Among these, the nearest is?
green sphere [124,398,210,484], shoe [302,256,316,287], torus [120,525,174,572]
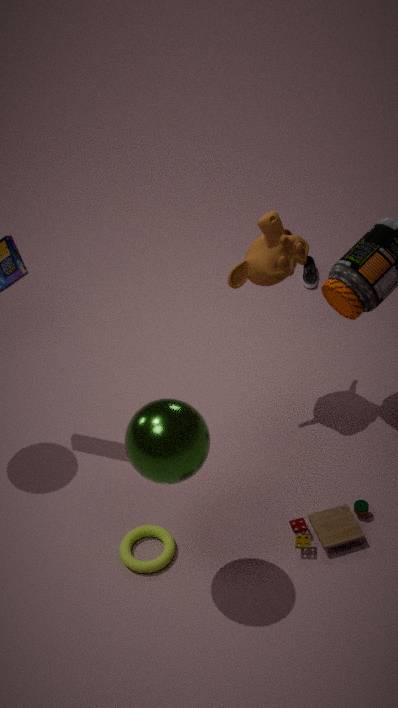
green sphere [124,398,210,484]
